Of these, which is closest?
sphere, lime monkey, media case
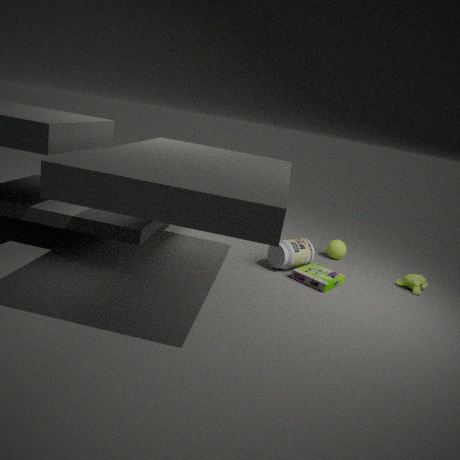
media case
